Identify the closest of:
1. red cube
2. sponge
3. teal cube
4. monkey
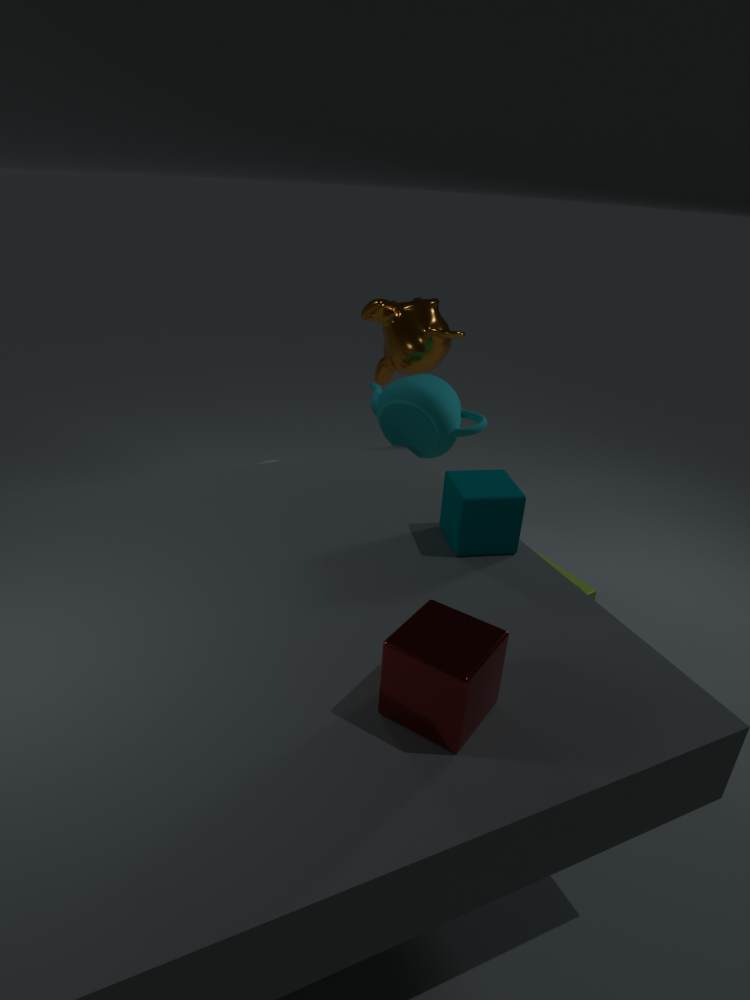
red cube
